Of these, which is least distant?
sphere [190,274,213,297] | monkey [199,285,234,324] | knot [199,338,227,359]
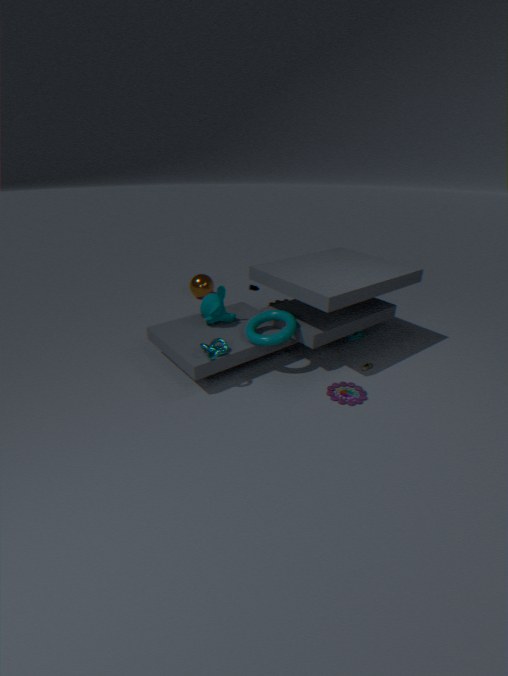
knot [199,338,227,359]
